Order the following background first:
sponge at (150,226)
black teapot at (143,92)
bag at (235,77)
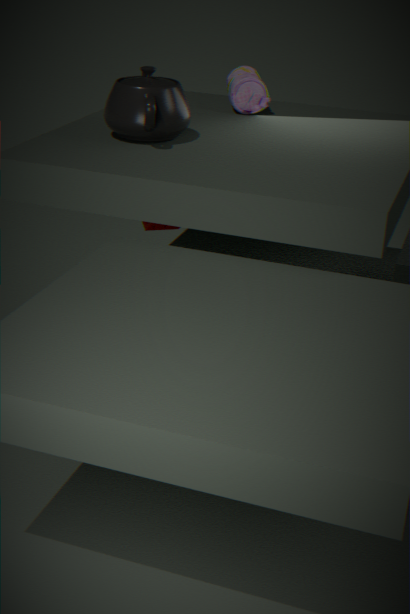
sponge at (150,226), bag at (235,77), black teapot at (143,92)
